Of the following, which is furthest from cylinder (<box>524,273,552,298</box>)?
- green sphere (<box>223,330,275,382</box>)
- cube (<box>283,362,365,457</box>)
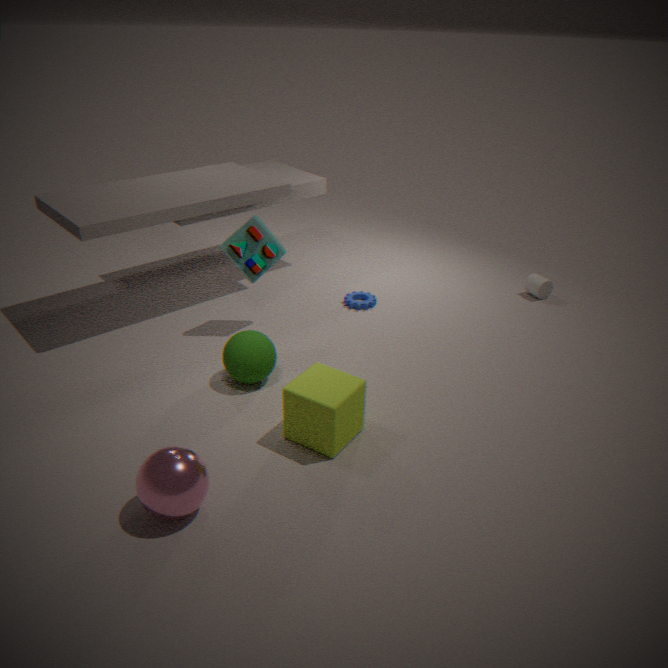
green sphere (<box>223,330,275,382</box>)
